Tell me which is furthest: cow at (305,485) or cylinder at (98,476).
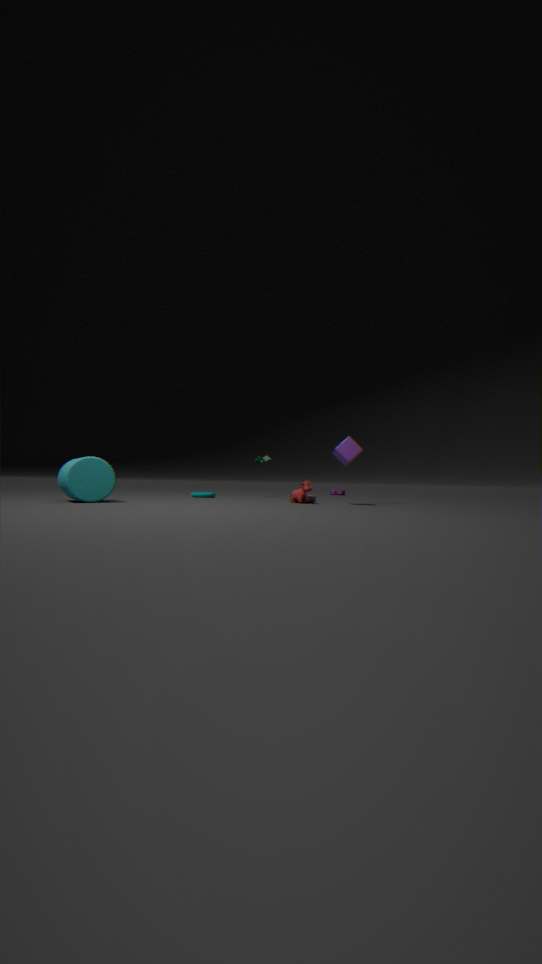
cow at (305,485)
